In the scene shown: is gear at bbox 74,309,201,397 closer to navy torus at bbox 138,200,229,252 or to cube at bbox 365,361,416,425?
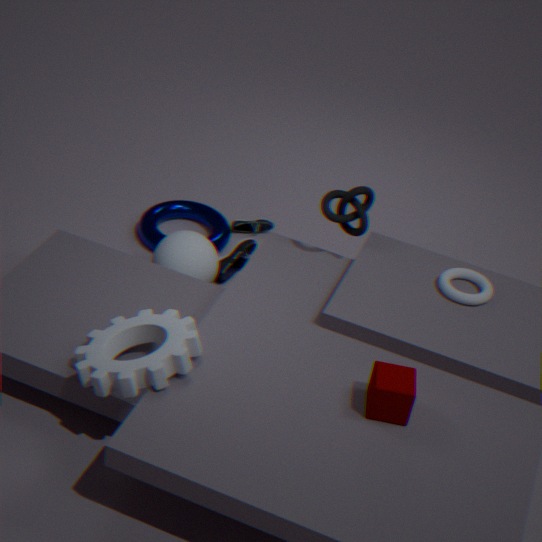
cube at bbox 365,361,416,425
